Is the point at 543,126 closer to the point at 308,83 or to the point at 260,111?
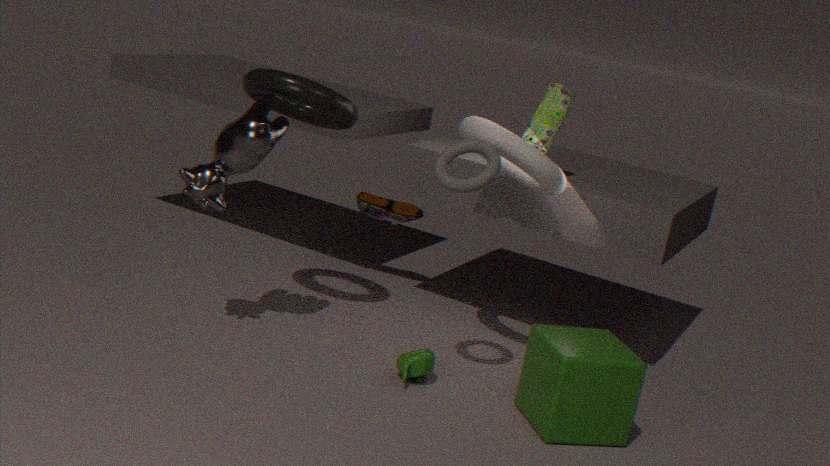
the point at 308,83
